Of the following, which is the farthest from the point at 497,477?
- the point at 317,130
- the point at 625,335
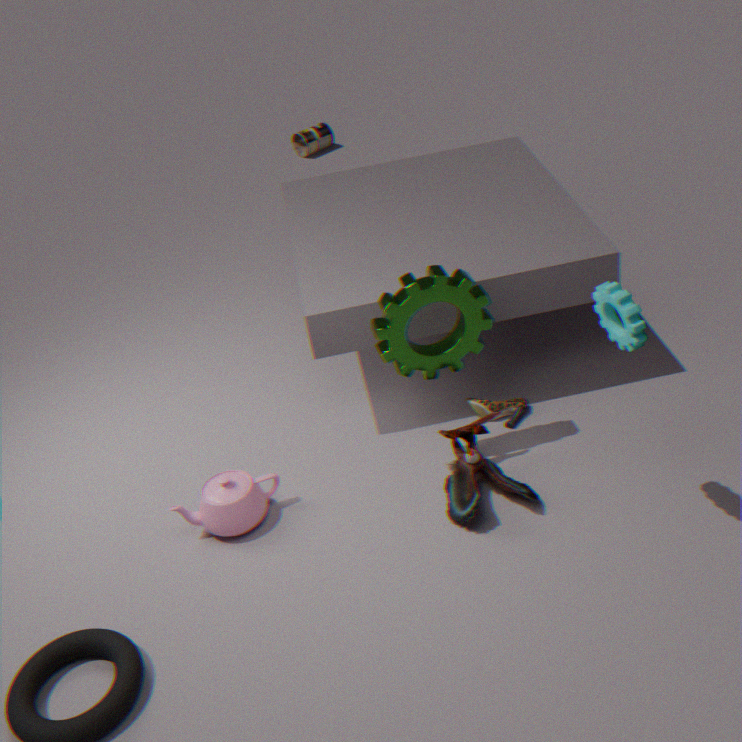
the point at 317,130
